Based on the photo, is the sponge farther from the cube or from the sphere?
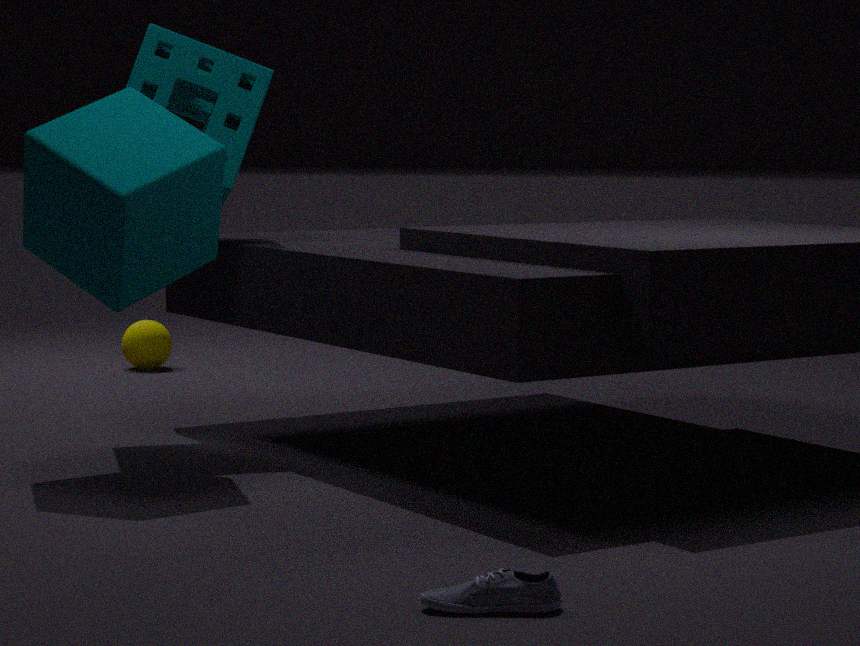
the sphere
